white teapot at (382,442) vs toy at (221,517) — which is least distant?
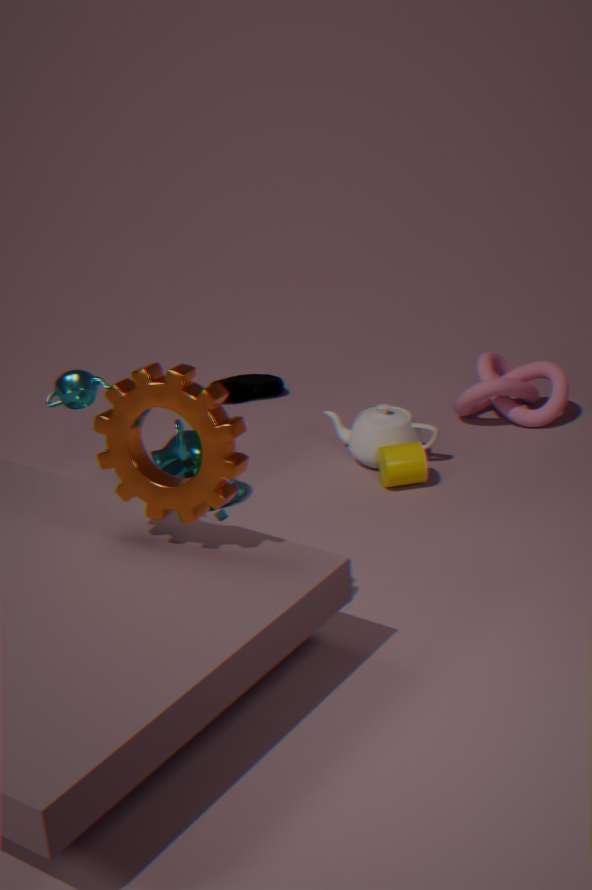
toy at (221,517)
